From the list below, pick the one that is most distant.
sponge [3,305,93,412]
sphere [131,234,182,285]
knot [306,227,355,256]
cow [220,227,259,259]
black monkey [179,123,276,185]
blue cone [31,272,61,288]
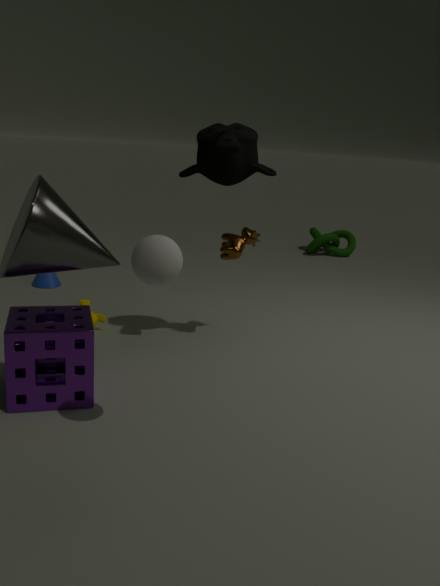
knot [306,227,355,256]
